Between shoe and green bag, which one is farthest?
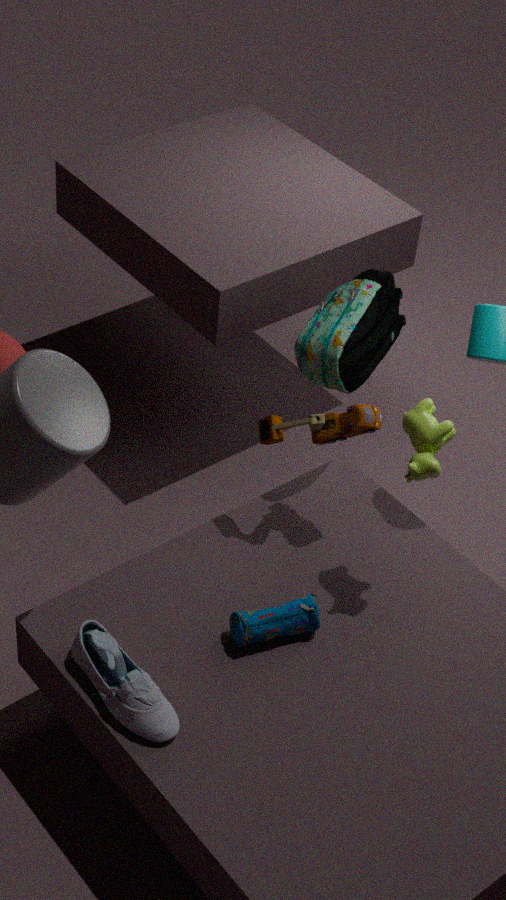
green bag
